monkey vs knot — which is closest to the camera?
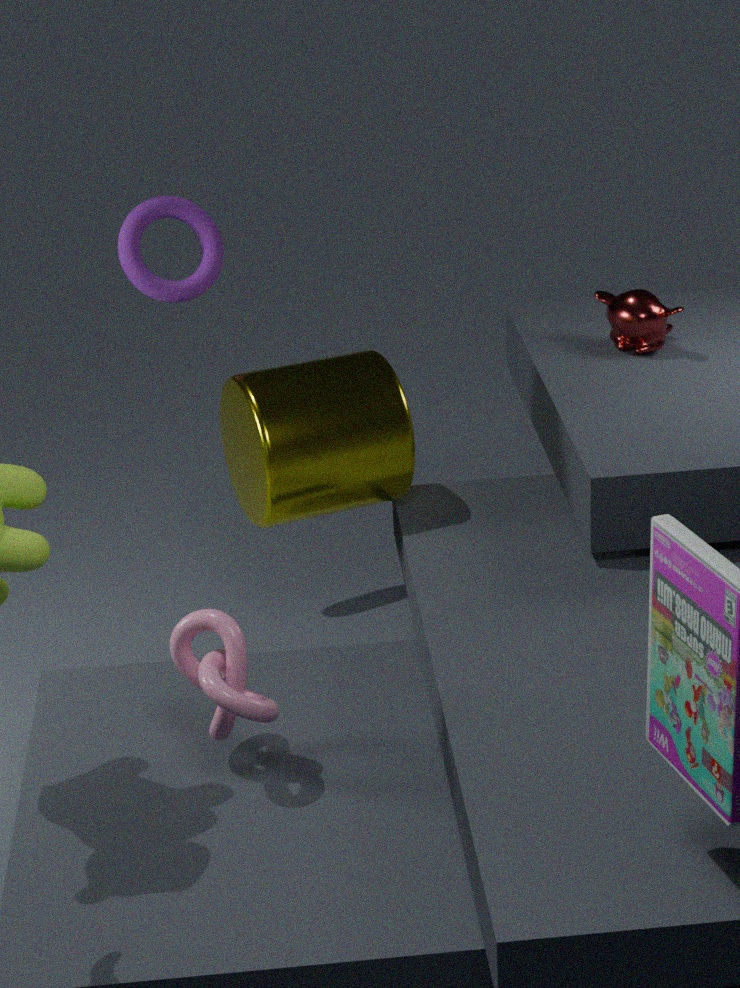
knot
